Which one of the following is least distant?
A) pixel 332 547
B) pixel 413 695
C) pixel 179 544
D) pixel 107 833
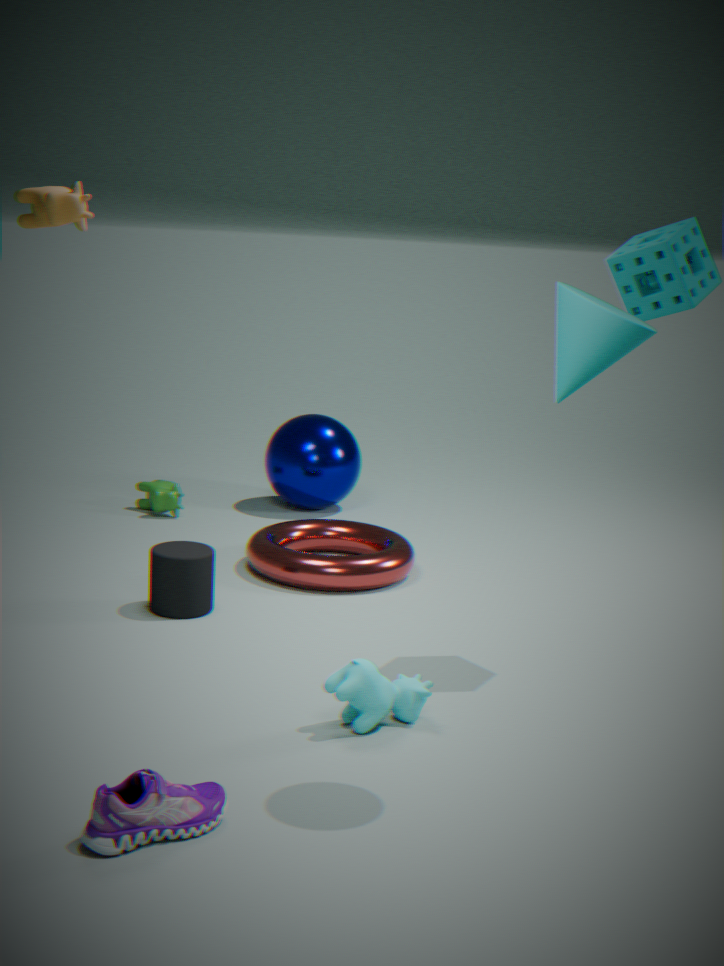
pixel 107 833
